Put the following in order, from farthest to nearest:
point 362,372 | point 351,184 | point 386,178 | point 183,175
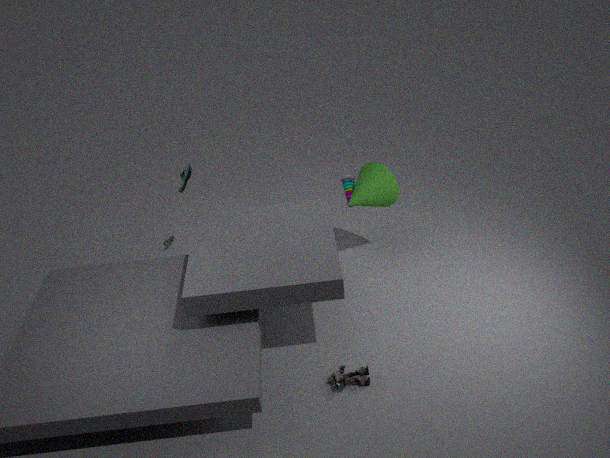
point 351,184 < point 183,175 < point 386,178 < point 362,372
